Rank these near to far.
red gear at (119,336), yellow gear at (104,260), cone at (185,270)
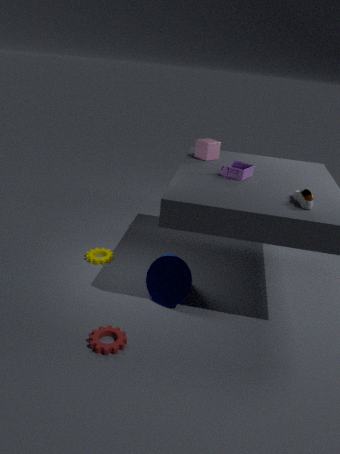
red gear at (119,336), cone at (185,270), yellow gear at (104,260)
